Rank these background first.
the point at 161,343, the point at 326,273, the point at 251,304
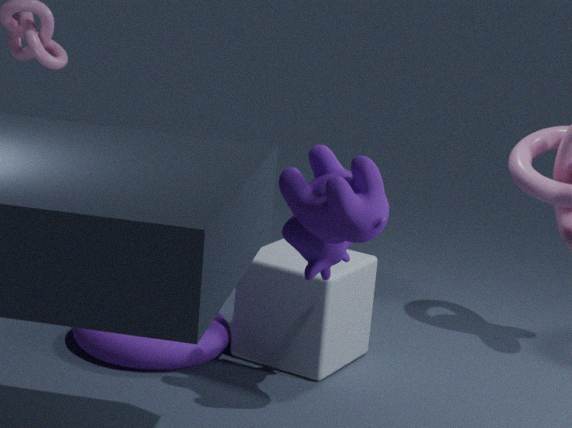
the point at 251,304
the point at 161,343
the point at 326,273
